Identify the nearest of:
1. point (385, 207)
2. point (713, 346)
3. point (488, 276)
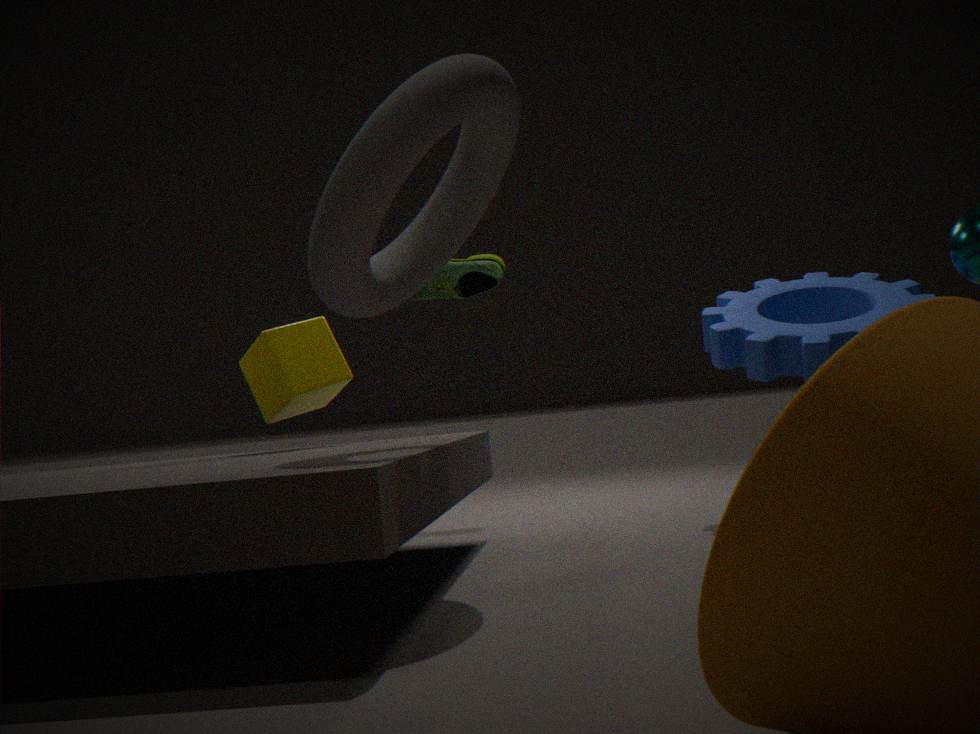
point (385, 207)
